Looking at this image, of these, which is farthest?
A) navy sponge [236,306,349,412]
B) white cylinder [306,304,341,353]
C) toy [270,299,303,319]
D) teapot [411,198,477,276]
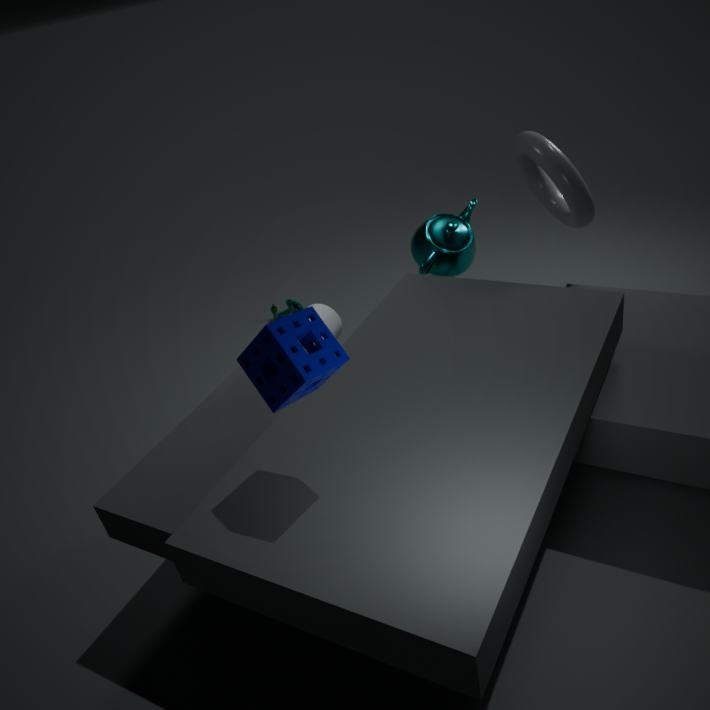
toy [270,299,303,319]
